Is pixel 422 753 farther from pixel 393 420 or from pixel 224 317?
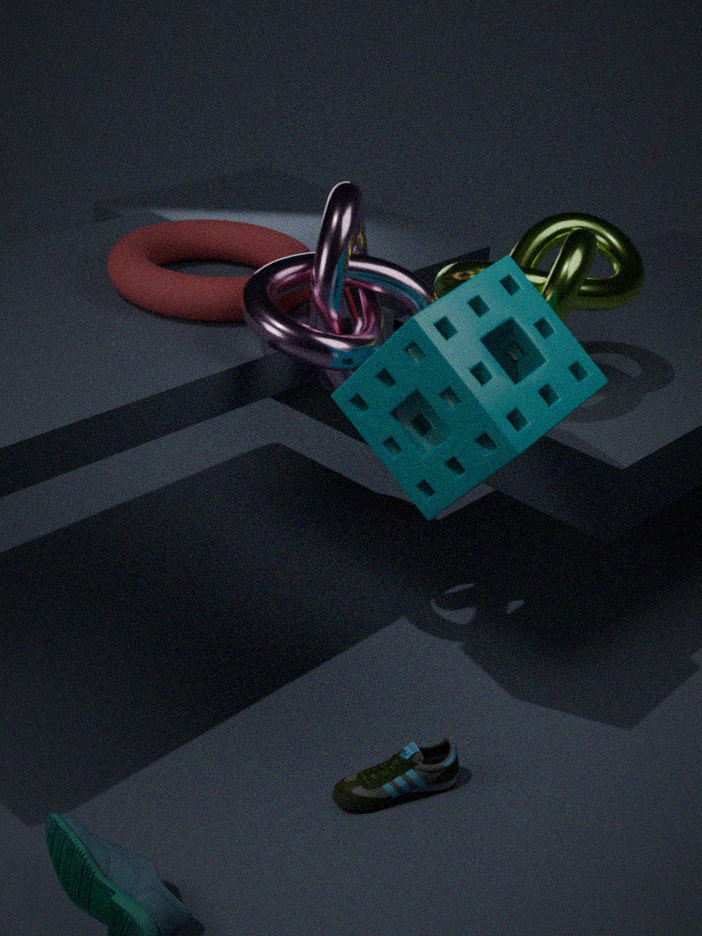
pixel 224 317
